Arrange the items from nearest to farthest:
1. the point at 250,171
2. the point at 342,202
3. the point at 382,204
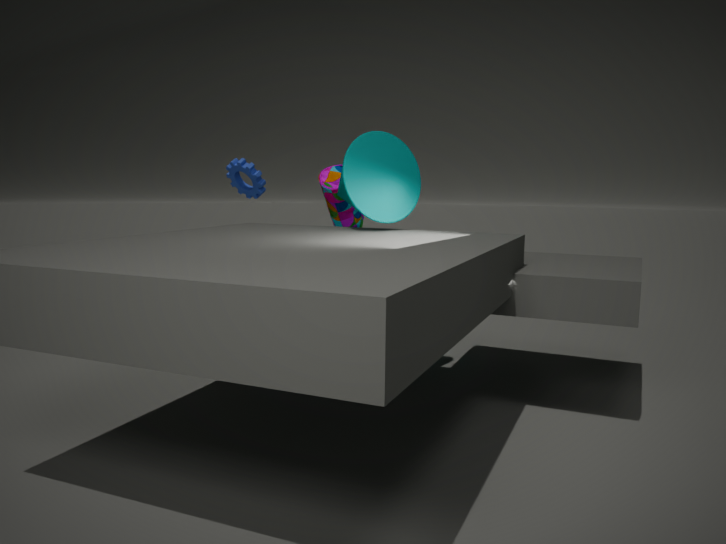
the point at 382,204, the point at 342,202, the point at 250,171
